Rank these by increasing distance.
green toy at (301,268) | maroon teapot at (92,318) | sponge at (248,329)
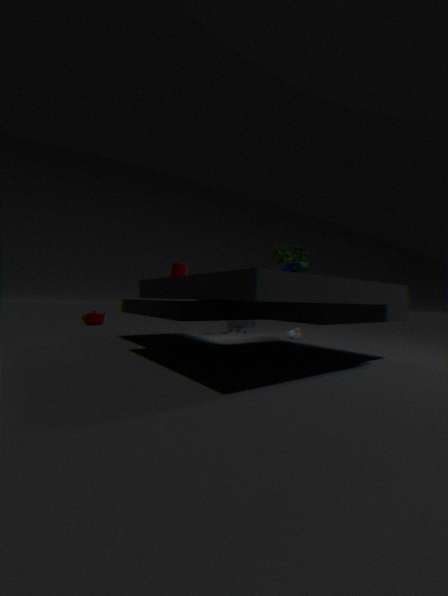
green toy at (301,268) < sponge at (248,329) < maroon teapot at (92,318)
